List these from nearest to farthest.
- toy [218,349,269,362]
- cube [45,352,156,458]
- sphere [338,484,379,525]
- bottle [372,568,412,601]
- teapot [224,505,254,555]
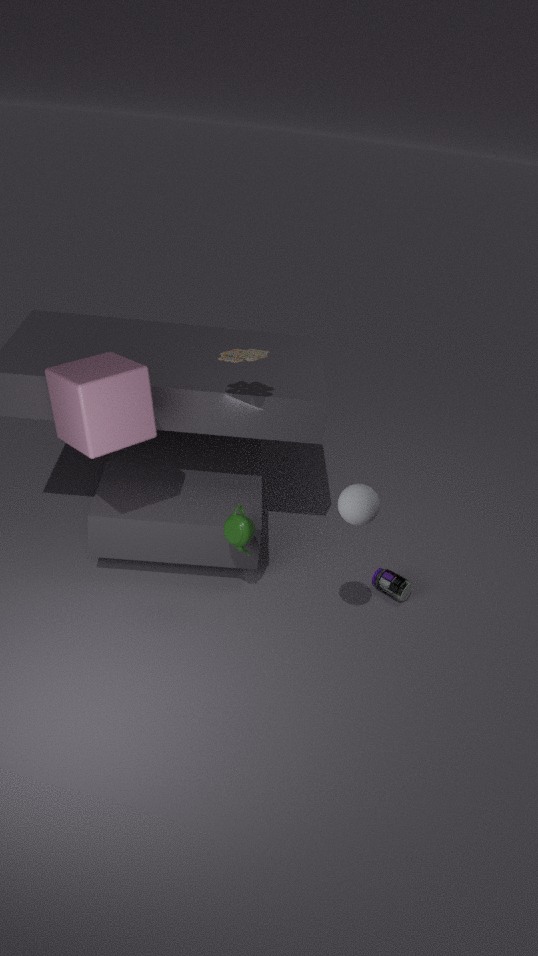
1. sphere [338,484,379,525]
2. cube [45,352,156,458]
3. toy [218,349,269,362]
4. teapot [224,505,254,555]
5. bottle [372,568,412,601]
